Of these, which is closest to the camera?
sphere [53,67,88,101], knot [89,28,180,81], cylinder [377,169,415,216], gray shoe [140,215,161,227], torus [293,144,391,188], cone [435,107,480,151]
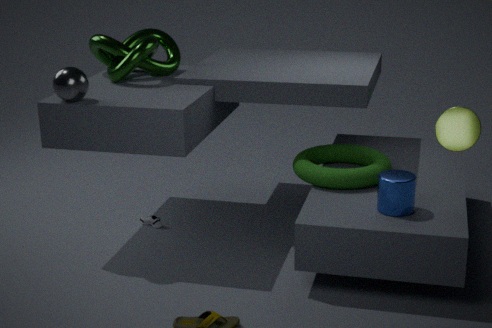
cylinder [377,169,415,216]
